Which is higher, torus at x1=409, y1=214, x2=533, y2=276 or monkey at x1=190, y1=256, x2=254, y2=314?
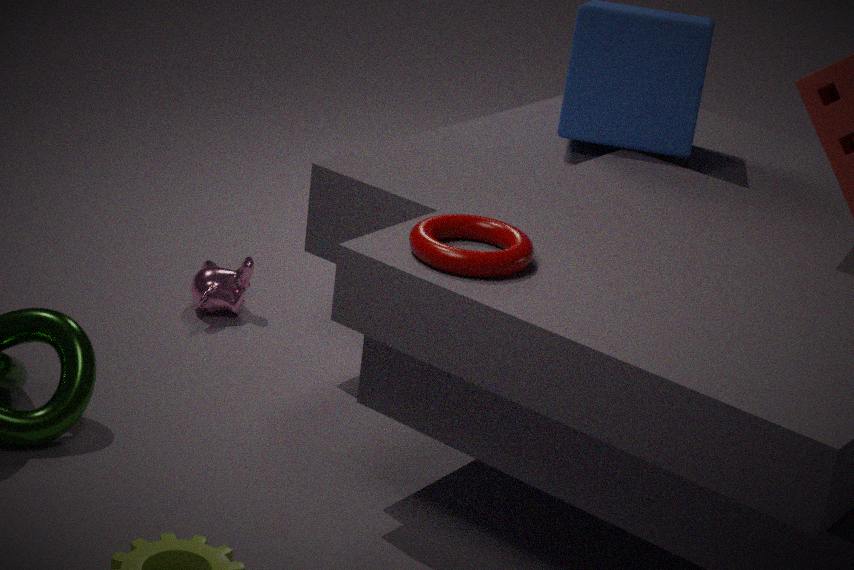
torus at x1=409, y1=214, x2=533, y2=276
